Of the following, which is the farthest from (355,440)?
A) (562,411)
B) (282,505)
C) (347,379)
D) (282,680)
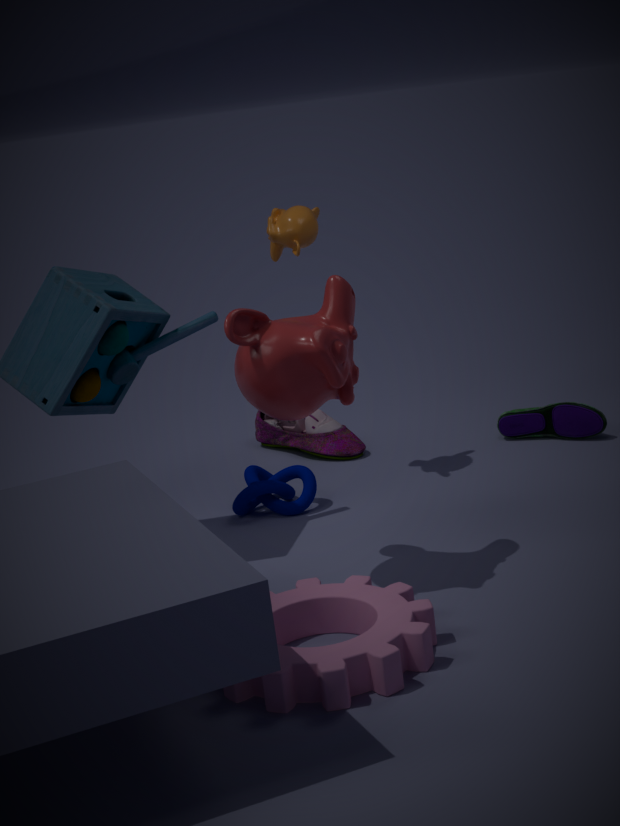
(282,680)
